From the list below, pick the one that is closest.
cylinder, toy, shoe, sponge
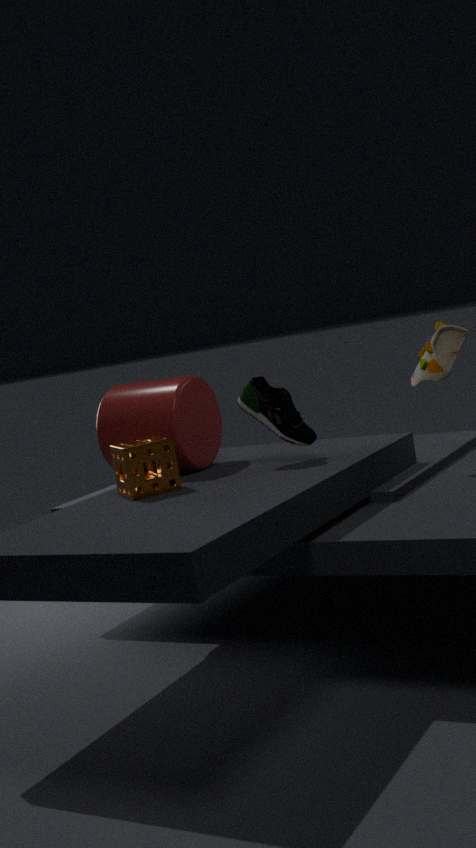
sponge
